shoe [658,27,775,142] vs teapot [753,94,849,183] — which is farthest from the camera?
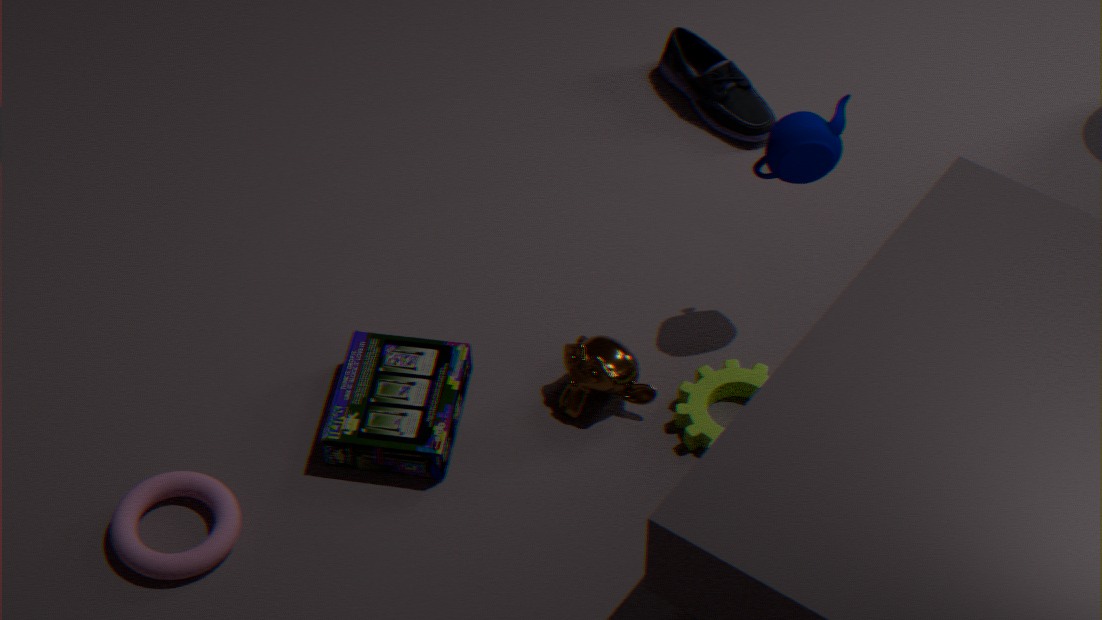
shoe [658,27,775,142]
